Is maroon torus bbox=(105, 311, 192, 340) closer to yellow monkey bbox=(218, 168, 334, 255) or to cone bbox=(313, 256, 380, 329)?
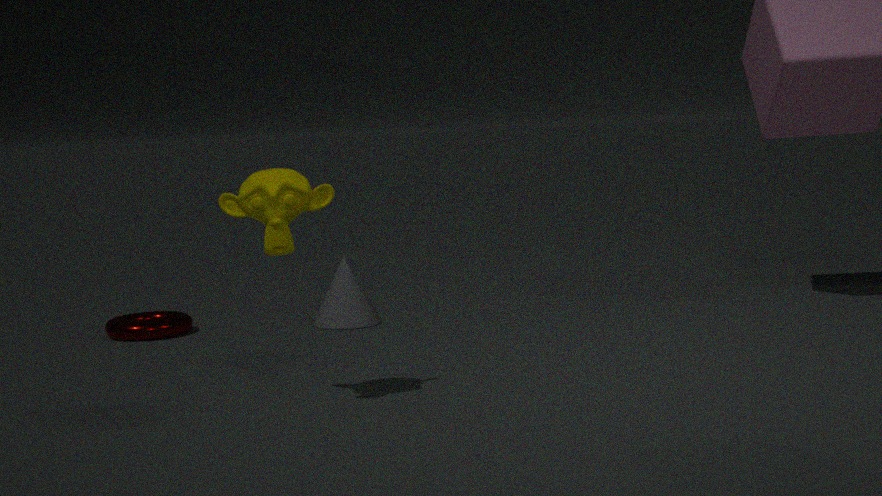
cone bbox=(313, 256, 380, 329)
